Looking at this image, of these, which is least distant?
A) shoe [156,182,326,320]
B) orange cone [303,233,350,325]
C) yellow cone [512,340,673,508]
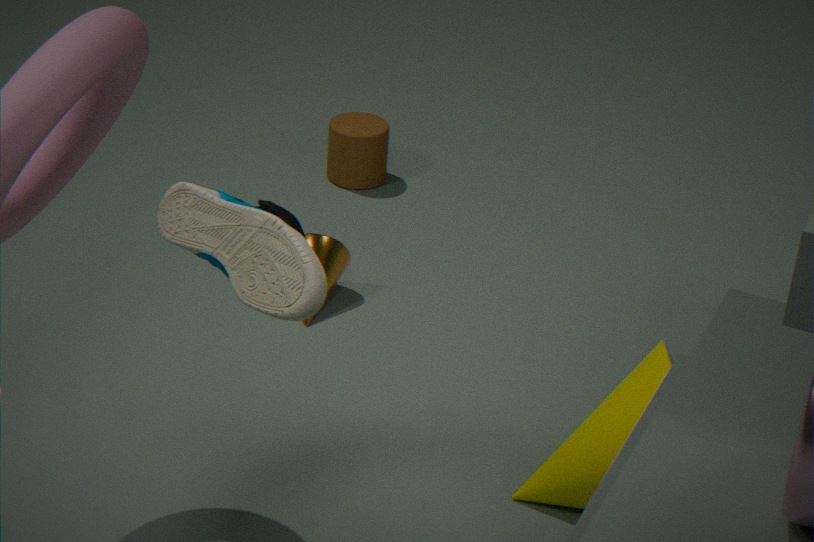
shoe [156,182,326,320]
